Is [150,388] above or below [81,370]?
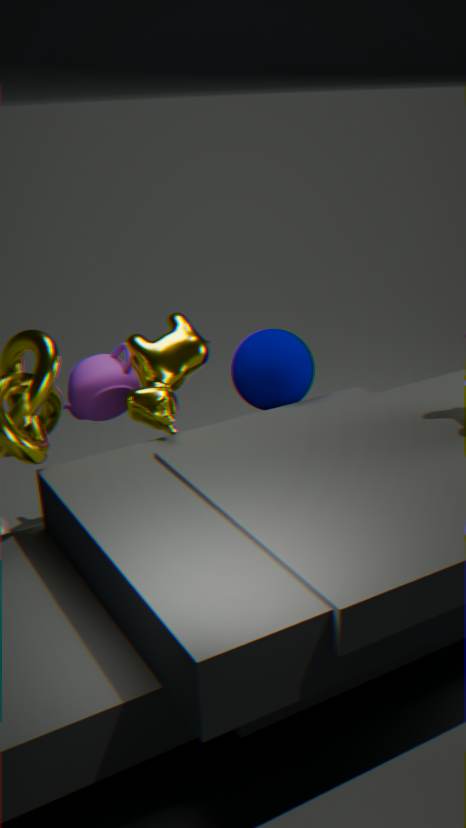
above
